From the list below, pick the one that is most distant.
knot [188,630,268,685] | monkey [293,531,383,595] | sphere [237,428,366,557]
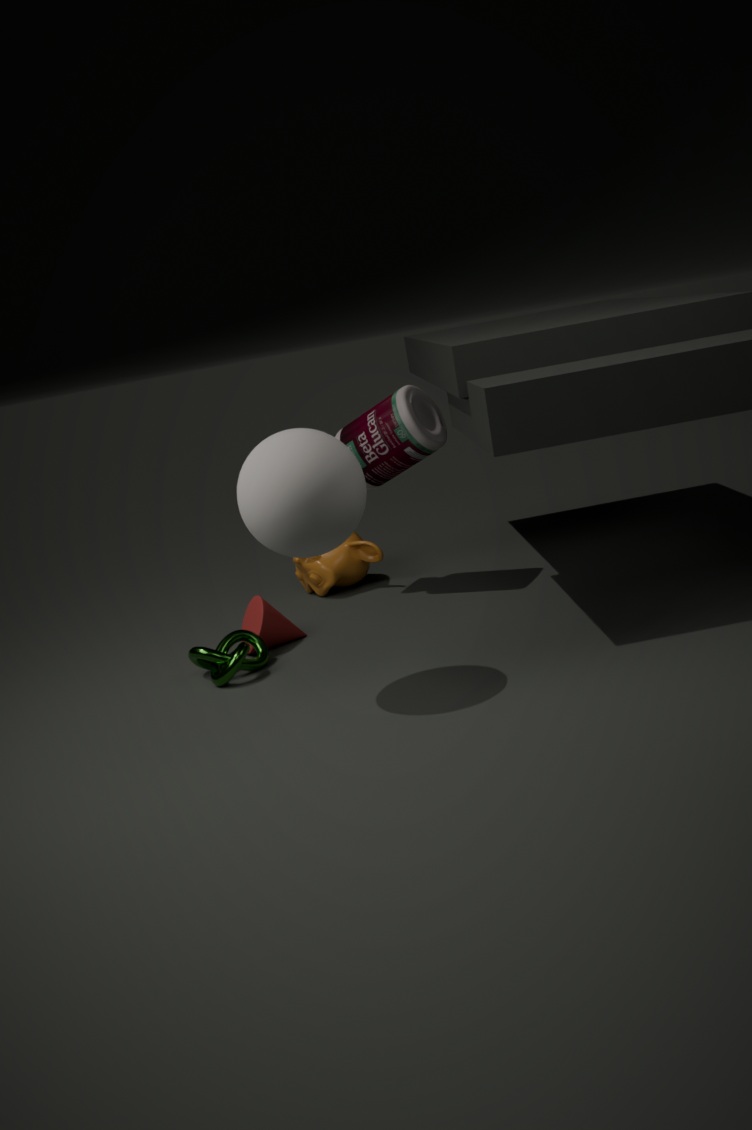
monkey [293,531,383,595]
